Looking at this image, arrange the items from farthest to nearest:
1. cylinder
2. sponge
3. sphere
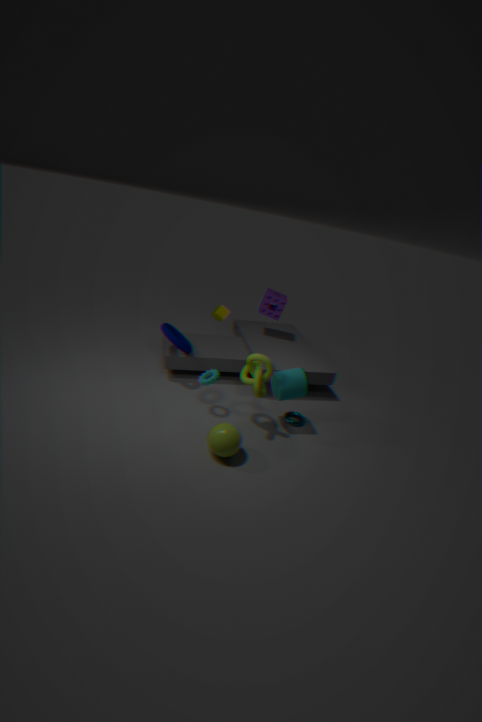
sponge → cylinder → sphere
